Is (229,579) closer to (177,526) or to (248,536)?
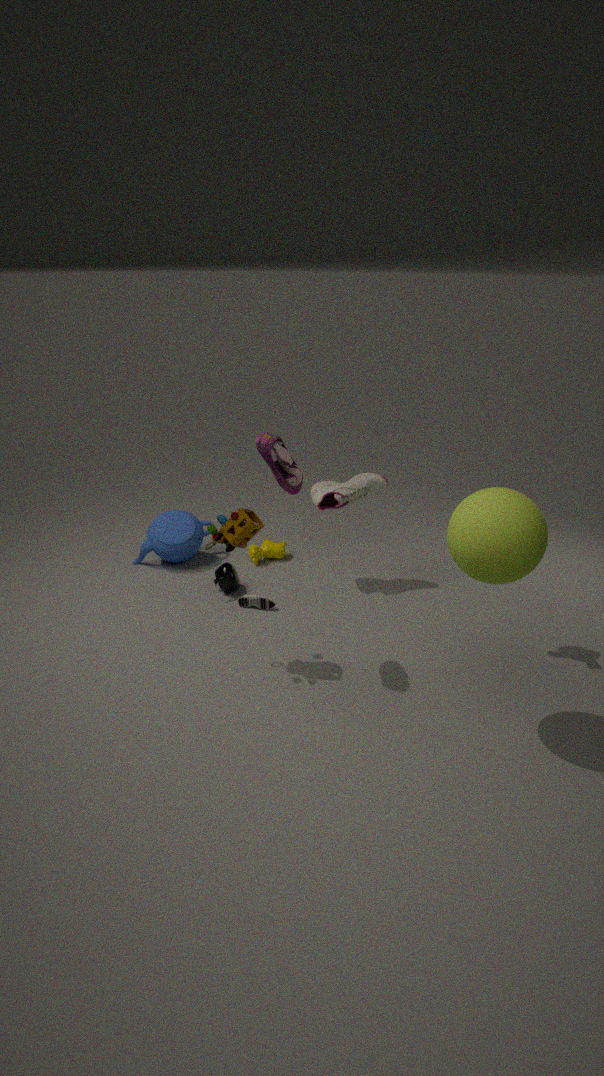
(177,526)
